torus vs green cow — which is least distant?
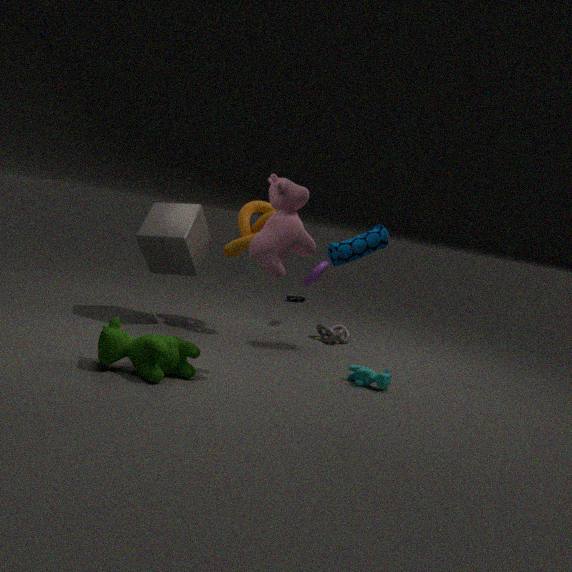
green cow
